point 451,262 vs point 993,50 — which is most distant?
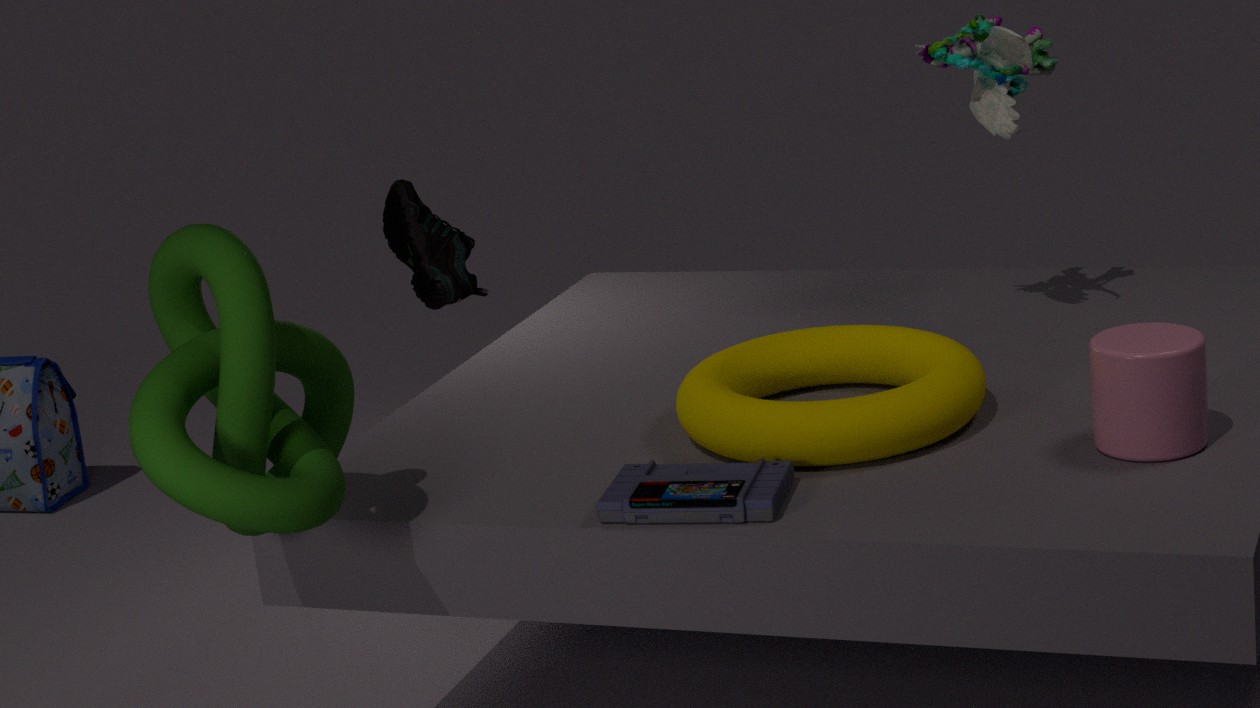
point 451,262
